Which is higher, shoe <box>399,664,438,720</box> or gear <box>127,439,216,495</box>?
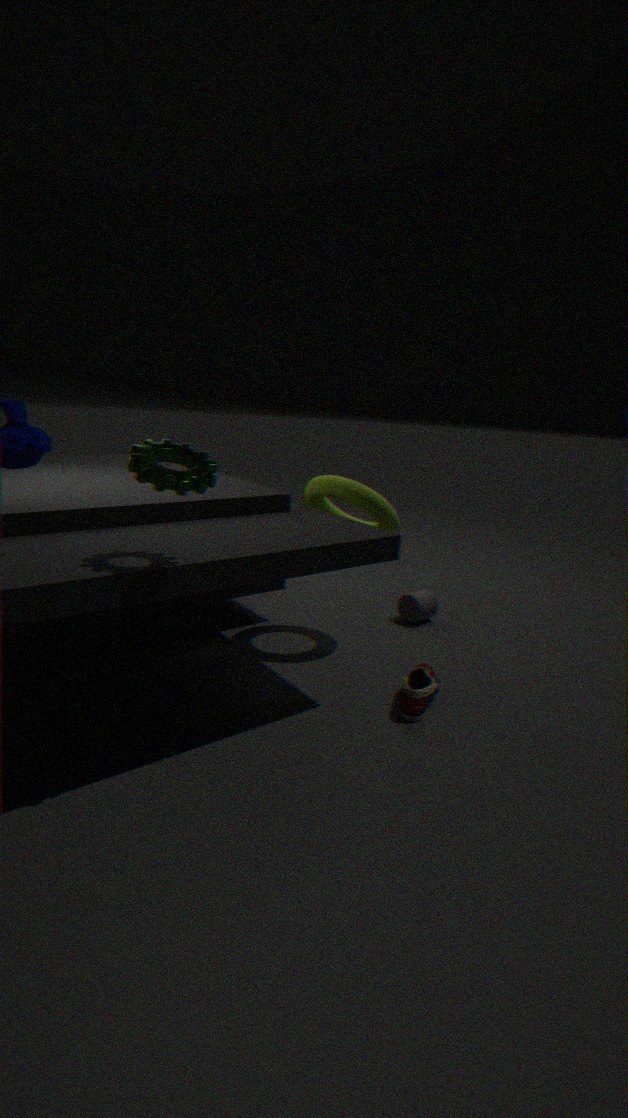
gear <box>127,439,216,495</box>
